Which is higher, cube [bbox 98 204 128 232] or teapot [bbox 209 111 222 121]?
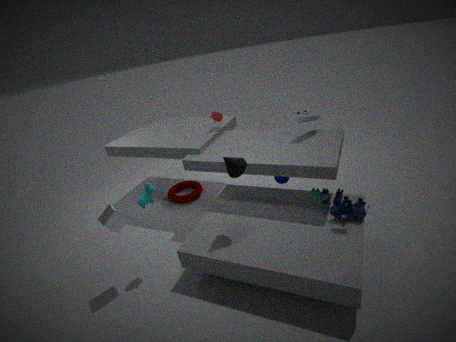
teapot [bbox 209 111 222 121]
